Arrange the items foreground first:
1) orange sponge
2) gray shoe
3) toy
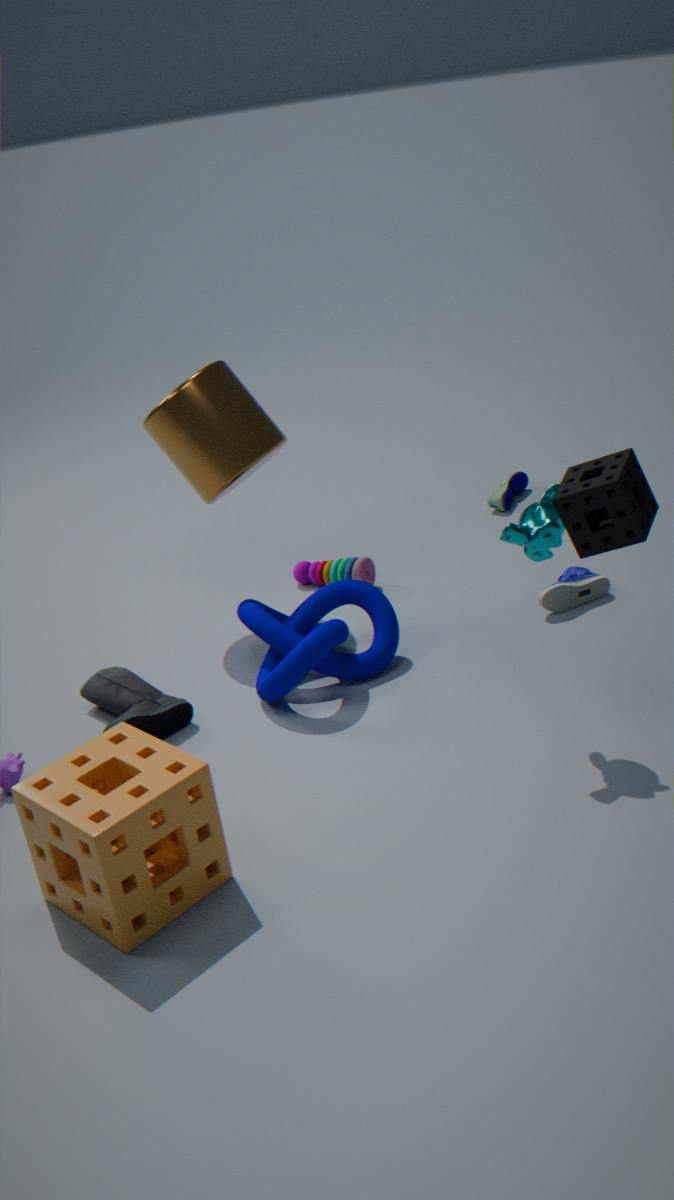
1. orange sponge
2. gray shoe
3. toy
